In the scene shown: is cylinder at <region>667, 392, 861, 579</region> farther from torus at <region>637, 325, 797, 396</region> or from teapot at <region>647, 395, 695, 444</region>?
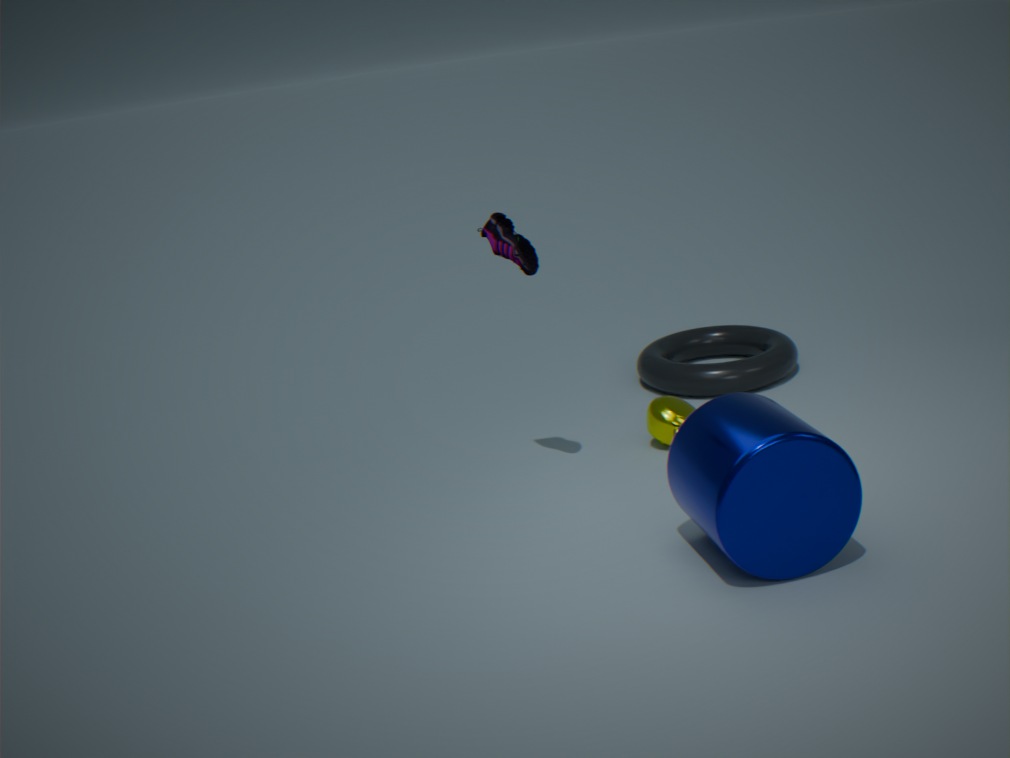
torus at <region>637, 325, 797, 396</region>
